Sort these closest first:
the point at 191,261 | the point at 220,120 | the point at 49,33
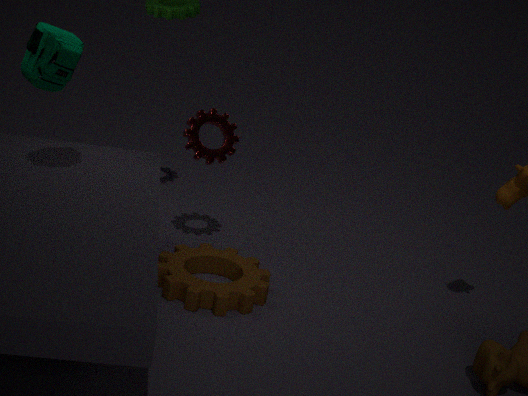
1. the point at 49,33
2. the point at 191,261
3. the point at 220,120
